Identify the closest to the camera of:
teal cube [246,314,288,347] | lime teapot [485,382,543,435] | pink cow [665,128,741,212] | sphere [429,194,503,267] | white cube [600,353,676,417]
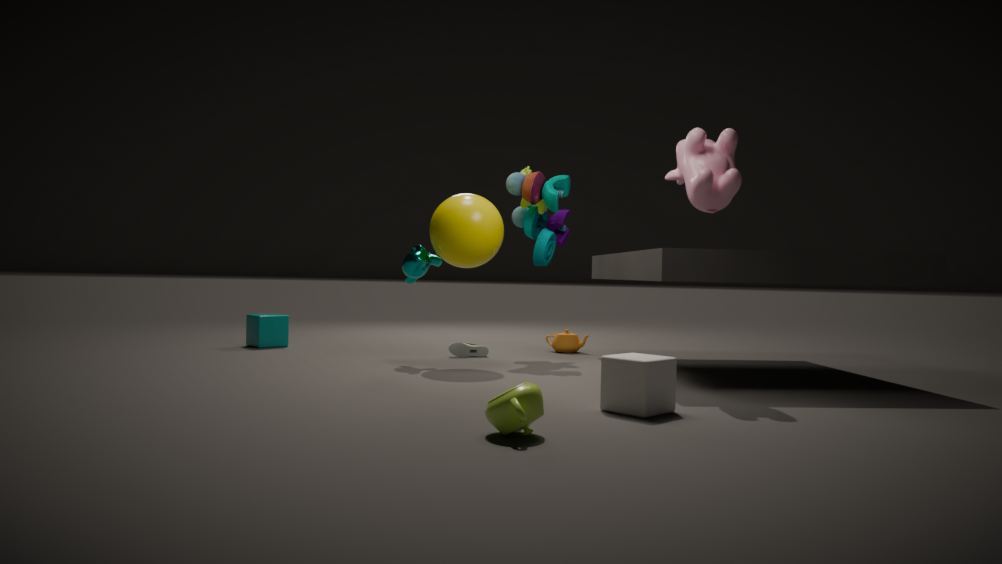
lime teapot [485,382,543,435]
